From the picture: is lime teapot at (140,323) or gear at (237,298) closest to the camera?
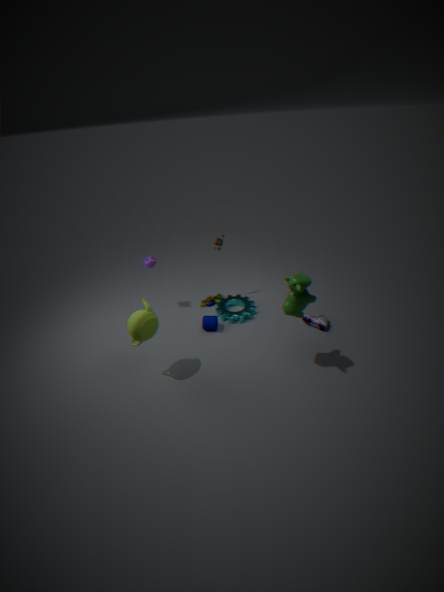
lime teapot at (140,323)
